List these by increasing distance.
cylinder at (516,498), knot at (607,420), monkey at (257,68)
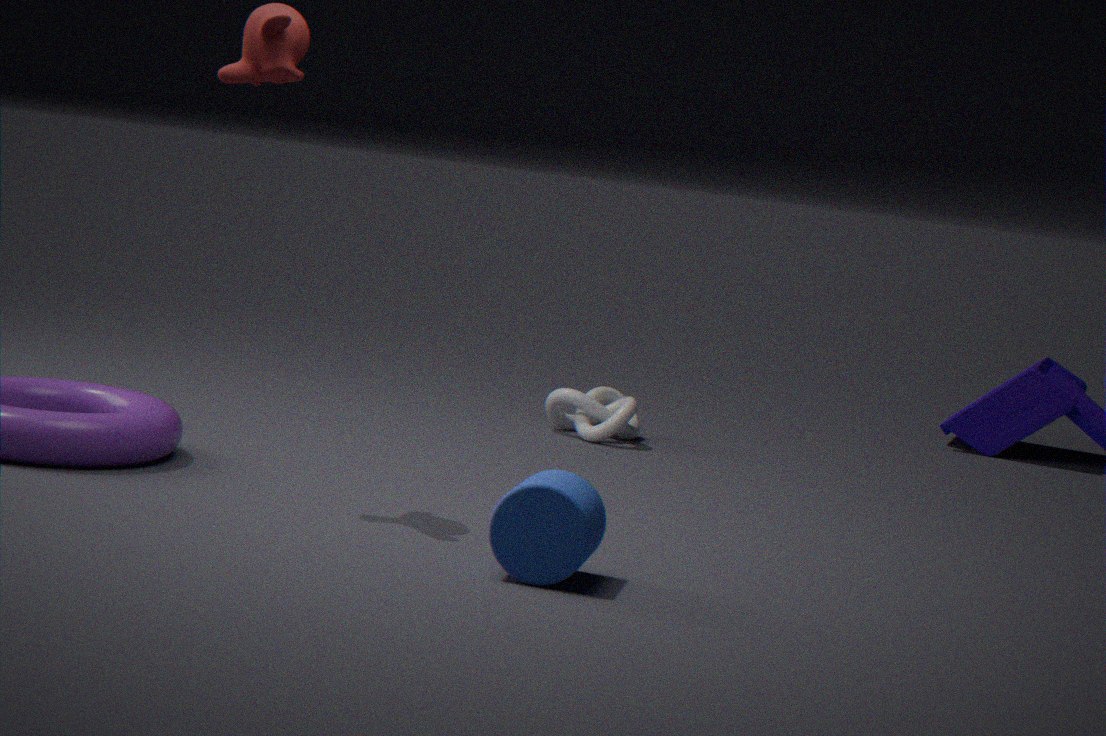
1. cylinder at (516,498)
2. monkey at (257,68)
3. knot at (607,420)
